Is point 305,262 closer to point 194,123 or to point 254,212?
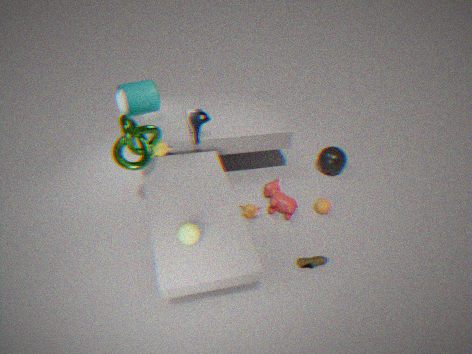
point 254,212
